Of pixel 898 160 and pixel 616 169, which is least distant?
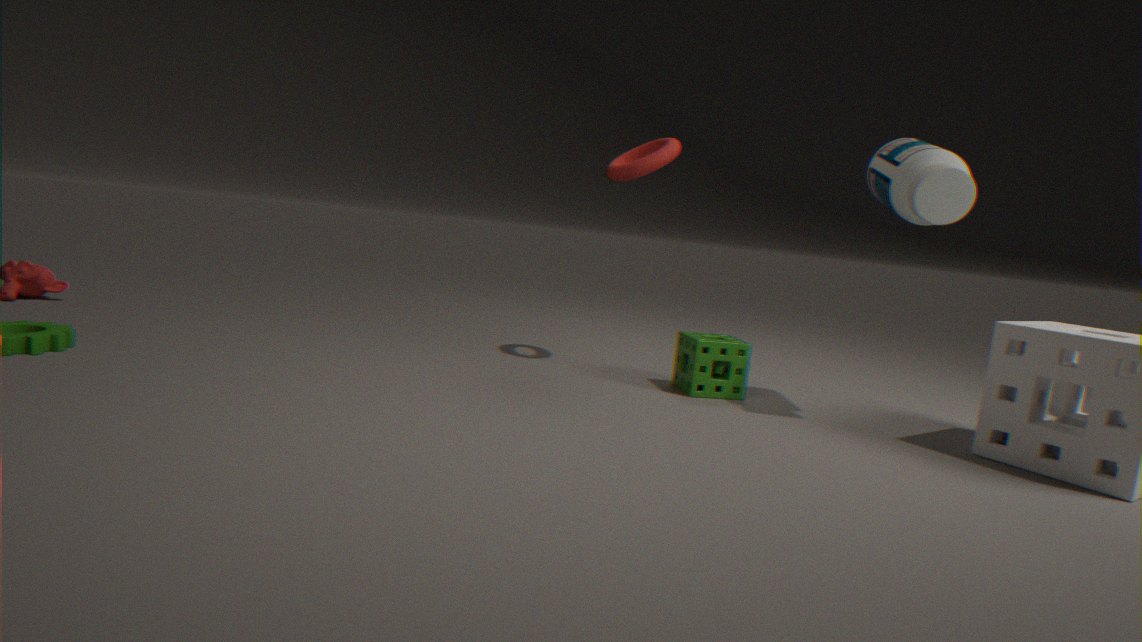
pixel 898 160
